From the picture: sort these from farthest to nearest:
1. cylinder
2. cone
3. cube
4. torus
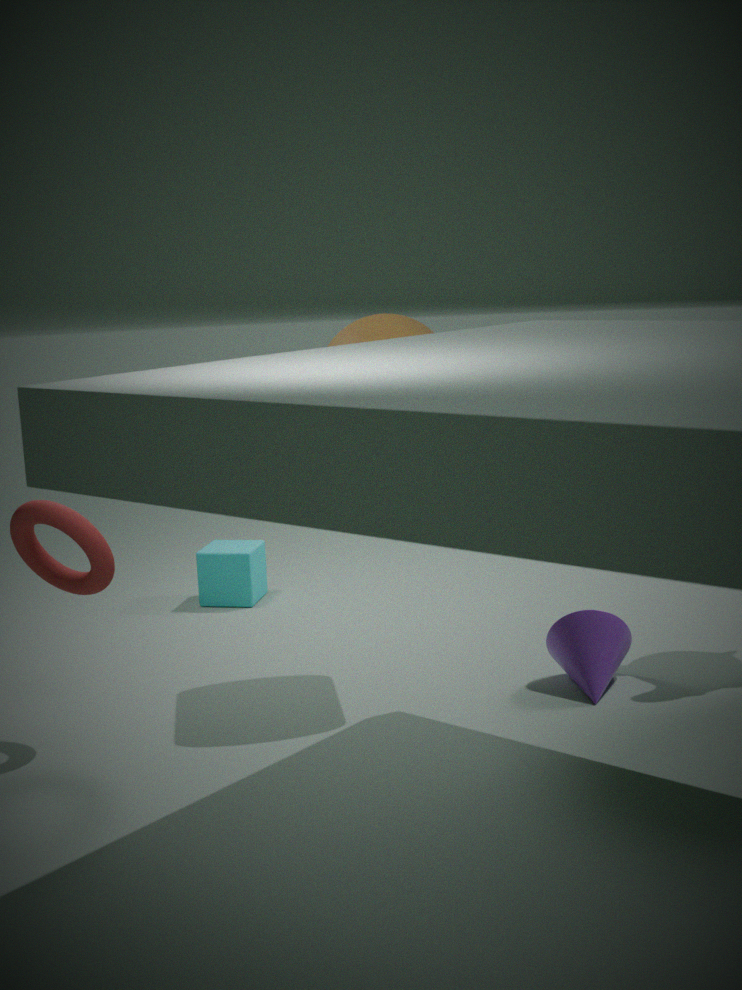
1. cube
2. cone
3. cylinder
4. torus
